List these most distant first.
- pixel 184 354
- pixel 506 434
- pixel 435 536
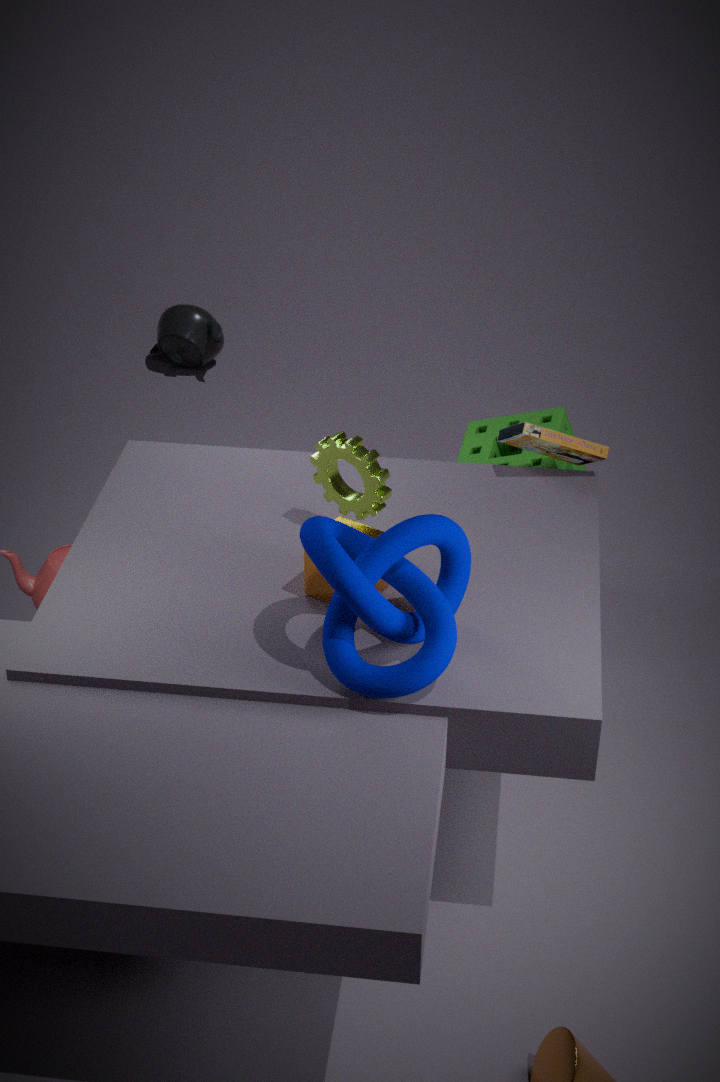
pixel 184 354 → pixel 506 434 → pixel 435 536
